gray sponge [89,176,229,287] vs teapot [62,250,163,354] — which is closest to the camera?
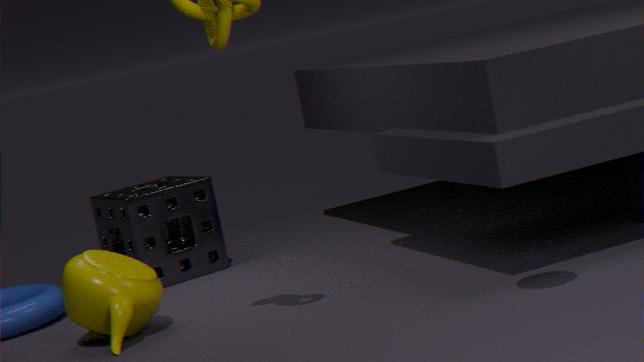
teapot [62,250,163,354]
